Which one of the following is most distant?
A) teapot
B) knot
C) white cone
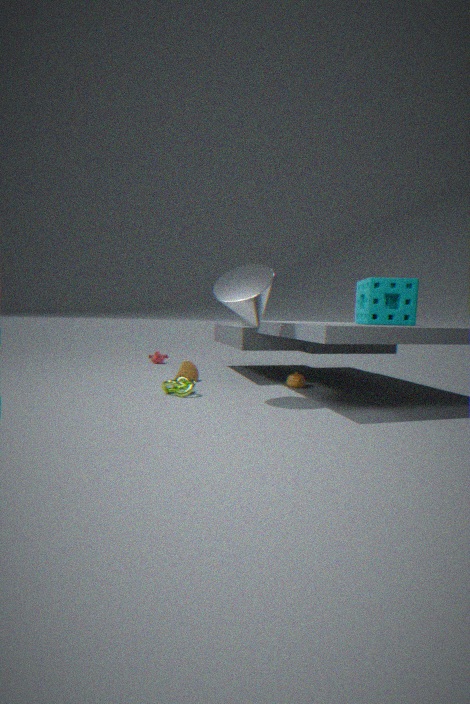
teapot
